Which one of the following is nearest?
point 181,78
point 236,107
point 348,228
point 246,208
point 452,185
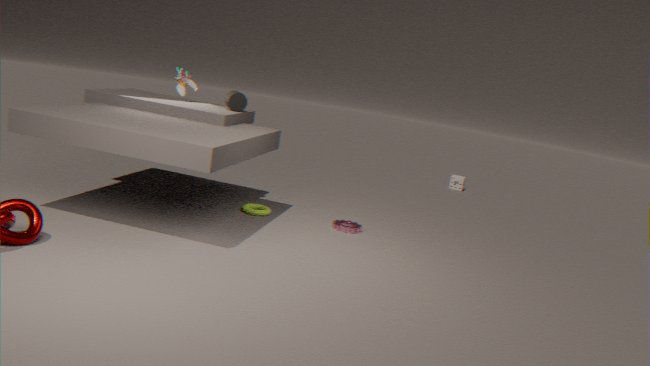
point 348,228
